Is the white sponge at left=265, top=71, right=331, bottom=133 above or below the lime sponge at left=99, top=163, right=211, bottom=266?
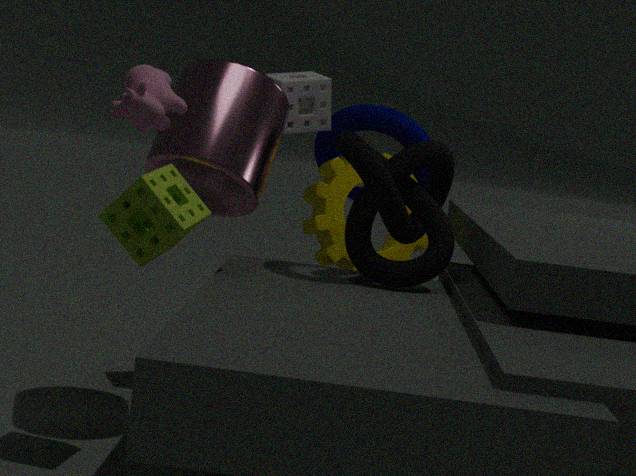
above
